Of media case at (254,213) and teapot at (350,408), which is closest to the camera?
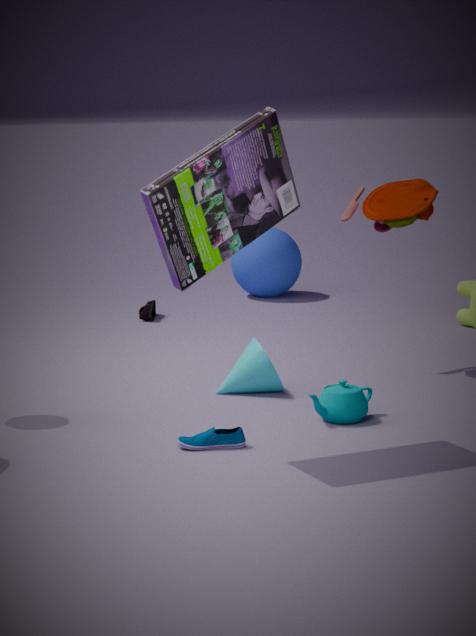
media case at (254,213)
